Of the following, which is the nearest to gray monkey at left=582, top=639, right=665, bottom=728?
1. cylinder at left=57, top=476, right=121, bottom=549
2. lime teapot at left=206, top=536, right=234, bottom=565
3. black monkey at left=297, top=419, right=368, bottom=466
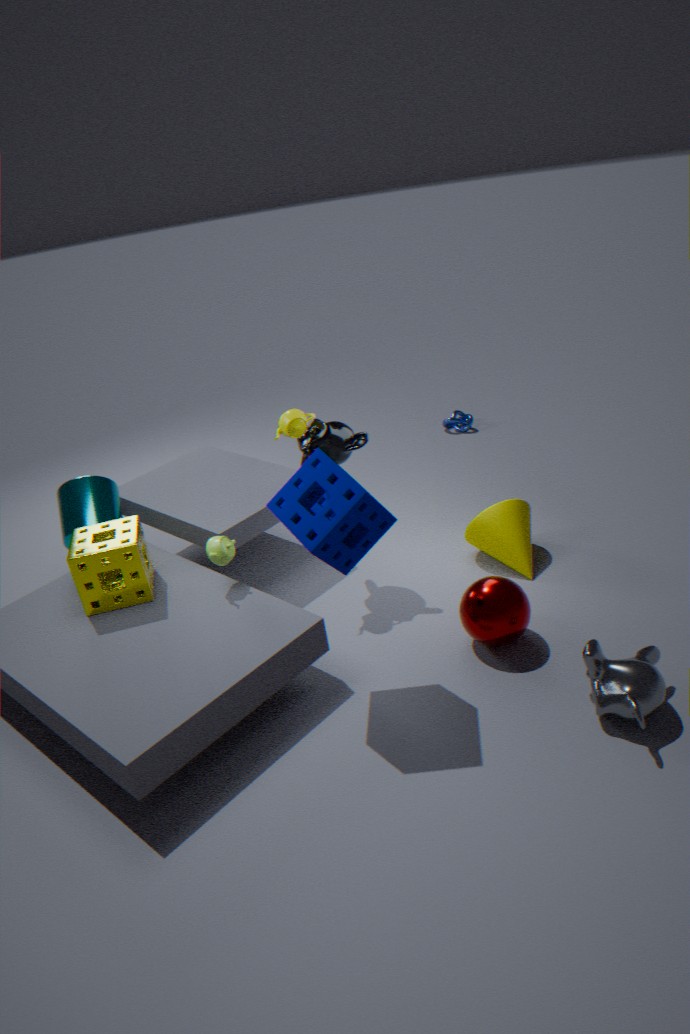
black monkey at left=297, top=419, right=368, bottom=466
